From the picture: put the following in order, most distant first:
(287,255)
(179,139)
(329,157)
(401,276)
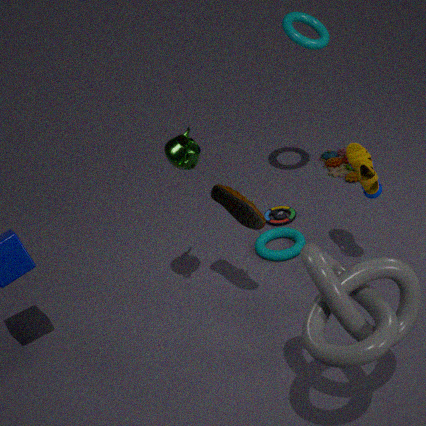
(329,157) → (287,255) → (179,139) → (401,276)
